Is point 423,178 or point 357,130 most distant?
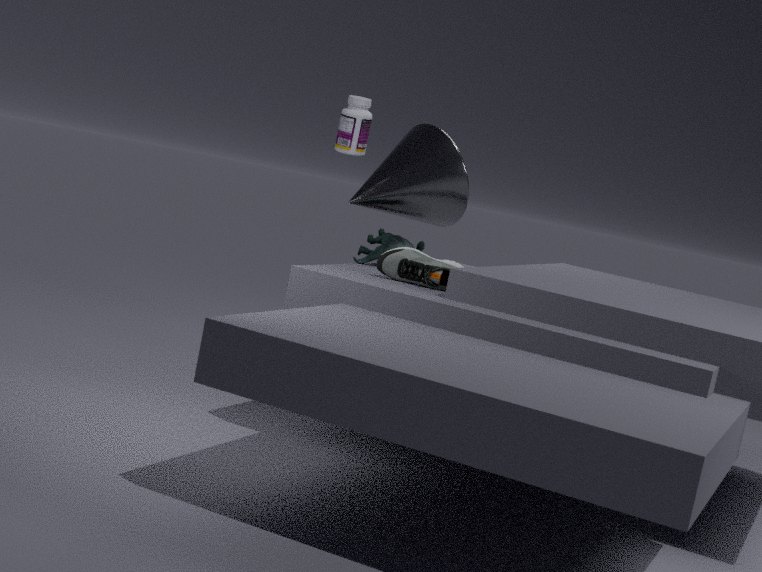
point 423,178
